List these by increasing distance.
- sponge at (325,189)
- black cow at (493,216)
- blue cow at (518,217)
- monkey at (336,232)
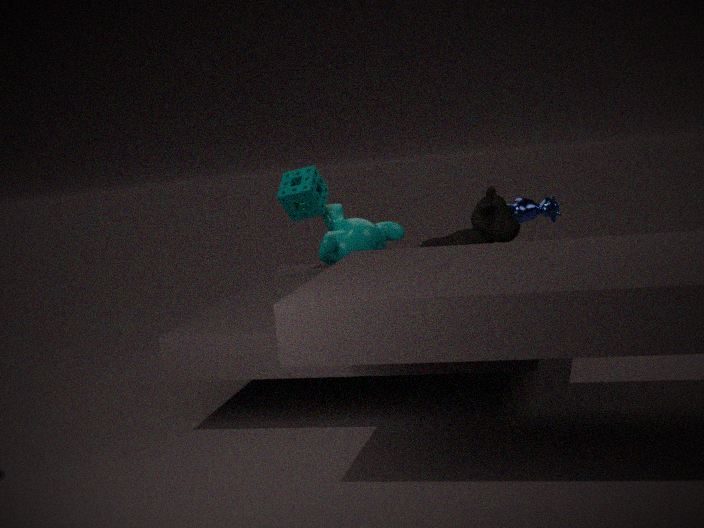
1. black cow at (493,216)
2. blue cow at (518,217)
3. monkey at (336,232)
4. sponge at (325,189)
